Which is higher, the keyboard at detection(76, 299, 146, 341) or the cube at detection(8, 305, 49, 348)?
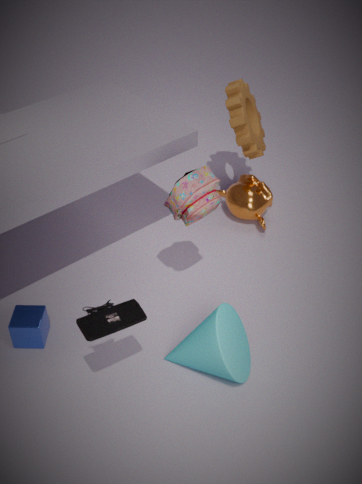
the keyboard at detection(76, 299, 146, 341)
